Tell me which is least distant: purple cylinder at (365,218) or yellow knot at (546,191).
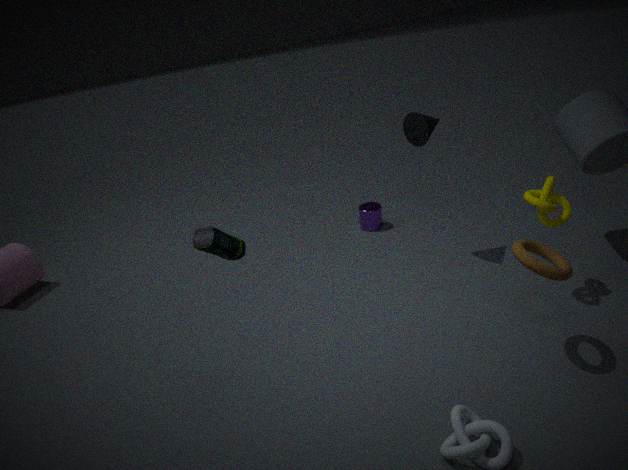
yellow knot at (546,191)
